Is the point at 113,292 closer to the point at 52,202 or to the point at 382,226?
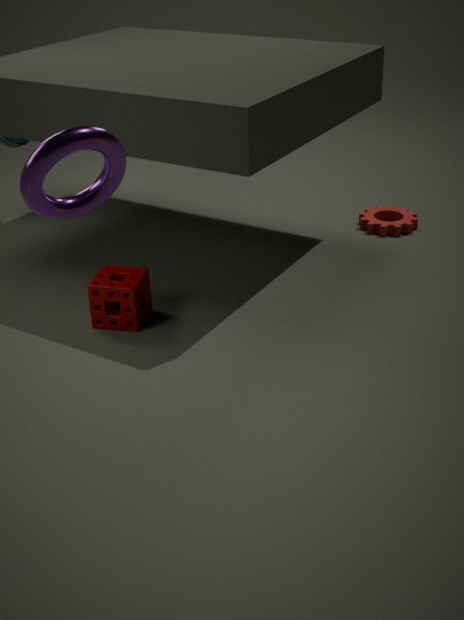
the point at 52,202
